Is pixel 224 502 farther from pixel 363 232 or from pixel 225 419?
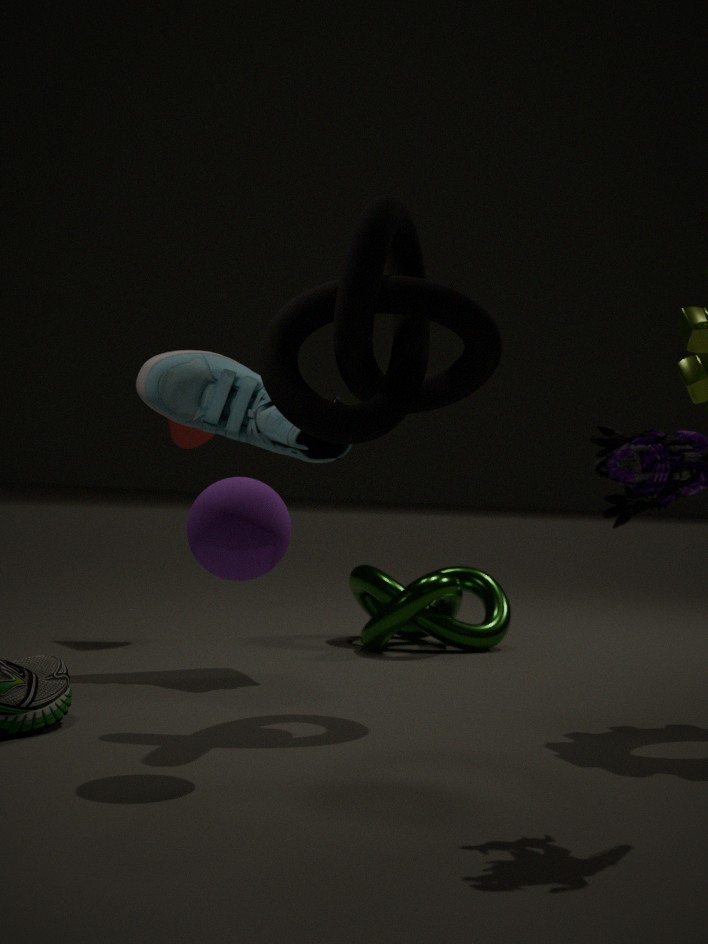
pixel 225 419
